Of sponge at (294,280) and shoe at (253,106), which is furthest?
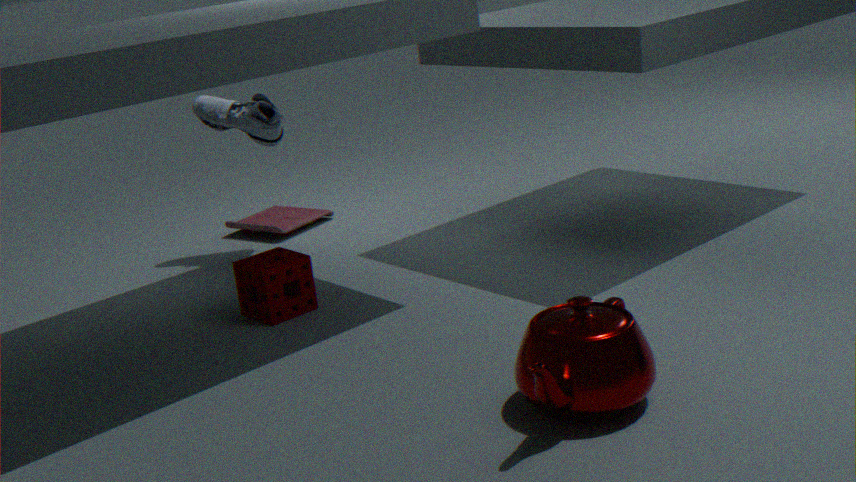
shoe at (253,106)
